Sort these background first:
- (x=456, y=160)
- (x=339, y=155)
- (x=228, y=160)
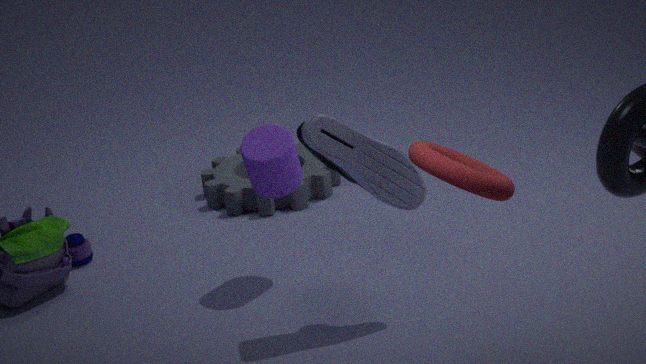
(x=228, y=160) < (x=339, y=155) < (x=456, y=160)
